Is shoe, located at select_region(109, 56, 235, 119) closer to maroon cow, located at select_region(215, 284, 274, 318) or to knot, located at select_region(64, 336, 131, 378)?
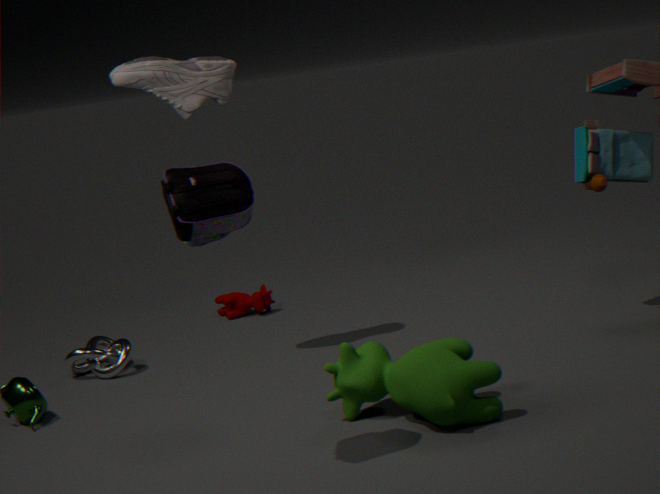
knot, located at select_region(64, 336, 131, 378)
